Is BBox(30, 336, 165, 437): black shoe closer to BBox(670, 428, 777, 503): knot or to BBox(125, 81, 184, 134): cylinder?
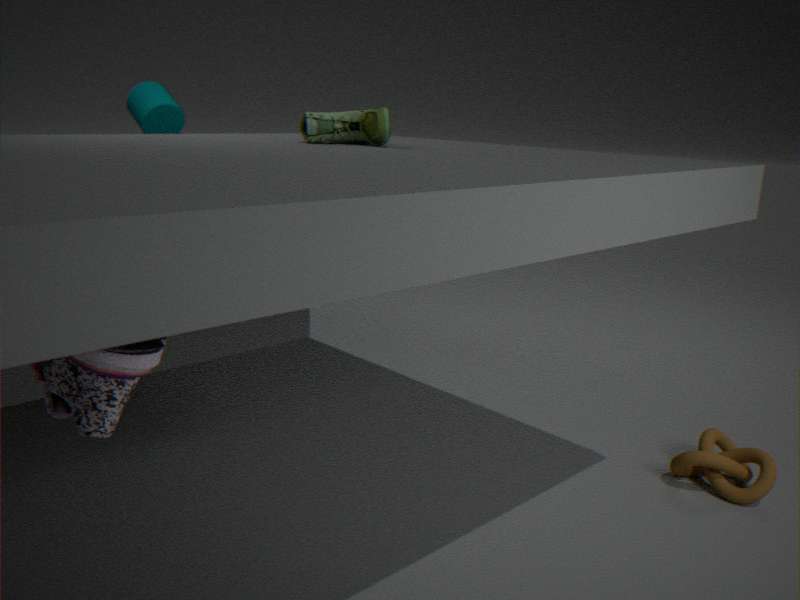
BBox(670, 428, 777, 503): knot
